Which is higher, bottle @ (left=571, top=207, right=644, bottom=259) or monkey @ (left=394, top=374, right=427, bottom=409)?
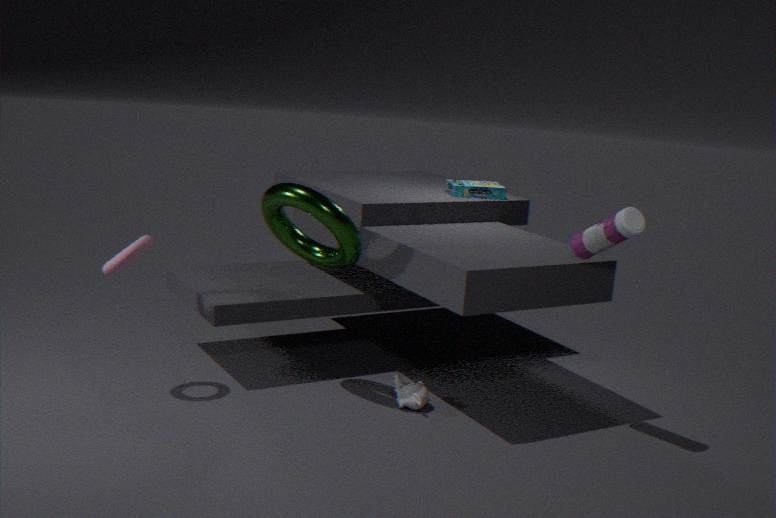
bottle @ (left=571, top=207, right=644, bottom=259)
